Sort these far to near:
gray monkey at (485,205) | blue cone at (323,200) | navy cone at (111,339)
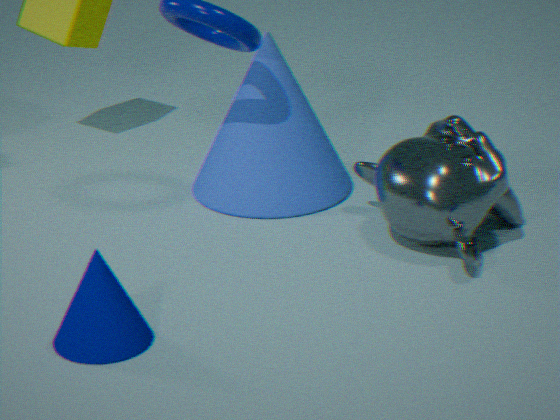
blue cone at (323,200)
gray monkey at (485,205)
navy cone at (111,339)
